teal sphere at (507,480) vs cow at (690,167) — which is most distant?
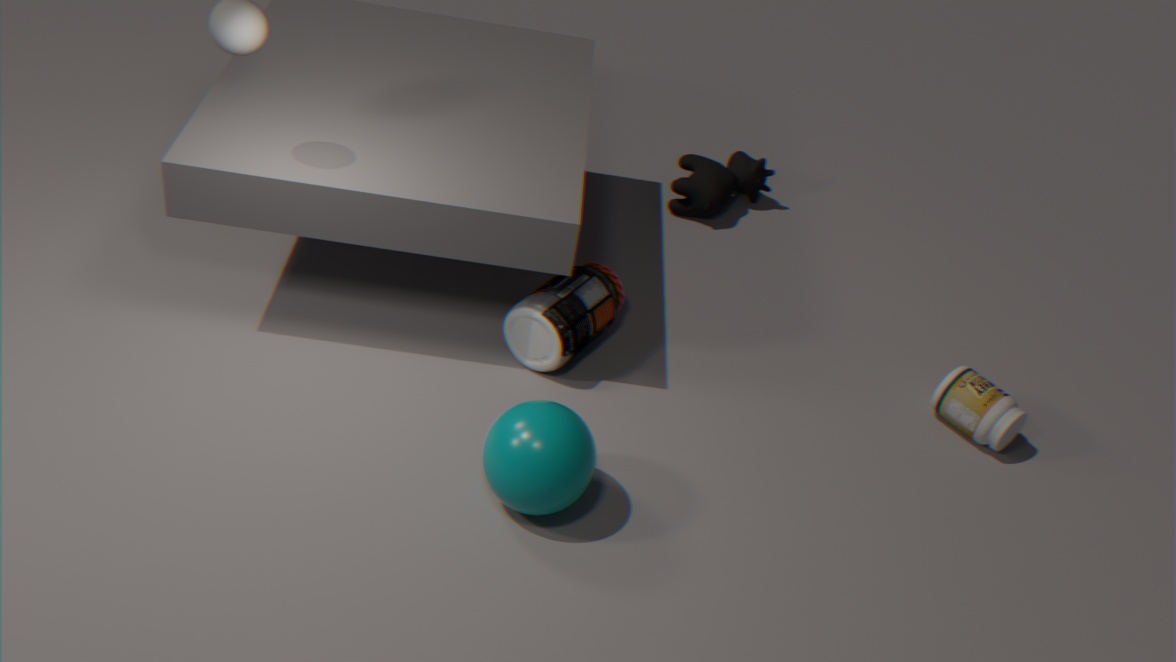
cow at (690,167)
